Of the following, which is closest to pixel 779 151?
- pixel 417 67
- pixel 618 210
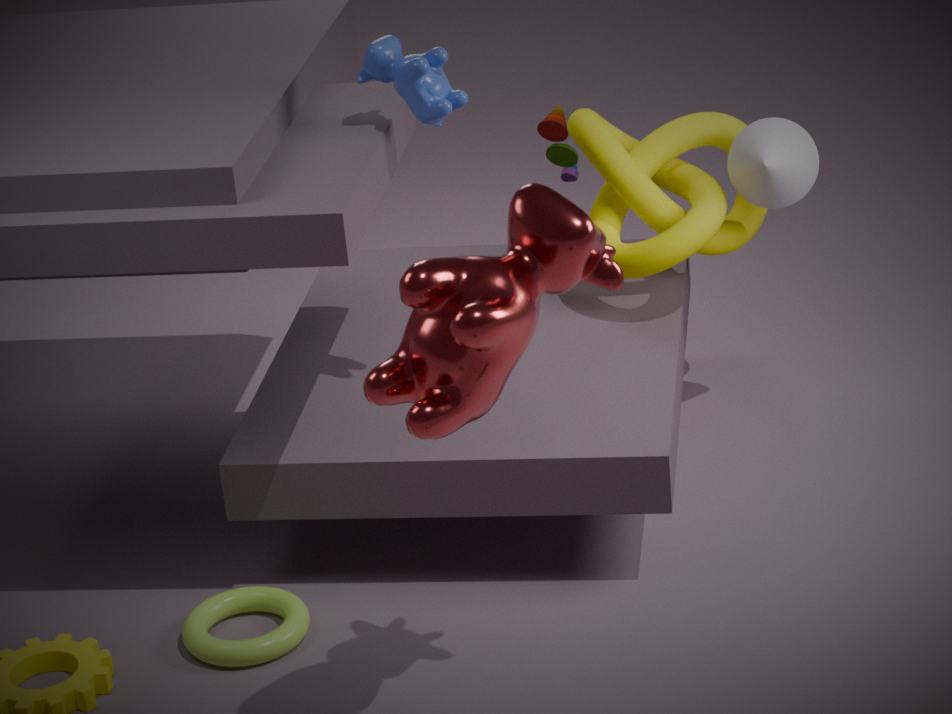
pixel 618 210
